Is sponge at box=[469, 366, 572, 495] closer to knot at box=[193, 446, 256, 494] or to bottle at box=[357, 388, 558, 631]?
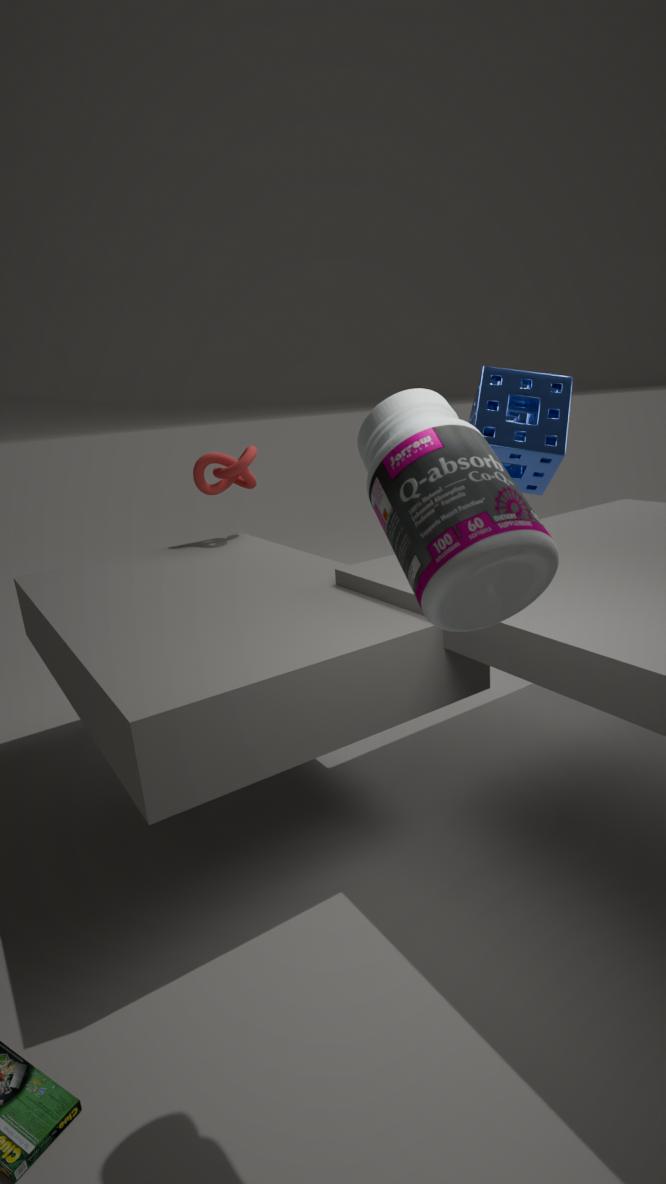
knot at box=[193, 446, 256, 494]
